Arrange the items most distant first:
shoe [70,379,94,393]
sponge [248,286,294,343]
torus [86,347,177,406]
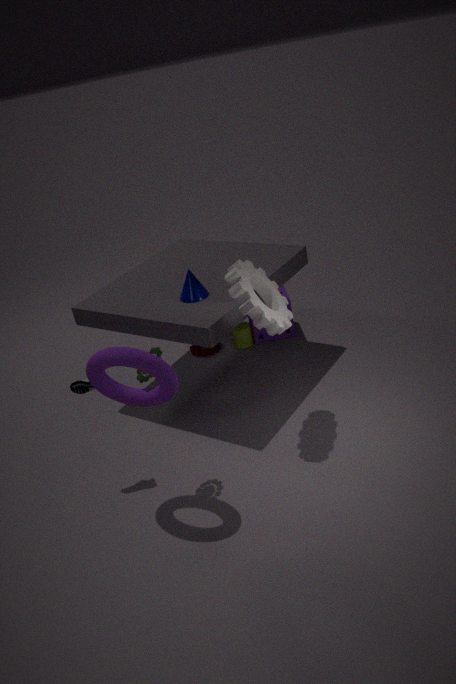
sponge [248,286,294,343] < shoe [70,379,94,393] < torus [86,347,177,406]
